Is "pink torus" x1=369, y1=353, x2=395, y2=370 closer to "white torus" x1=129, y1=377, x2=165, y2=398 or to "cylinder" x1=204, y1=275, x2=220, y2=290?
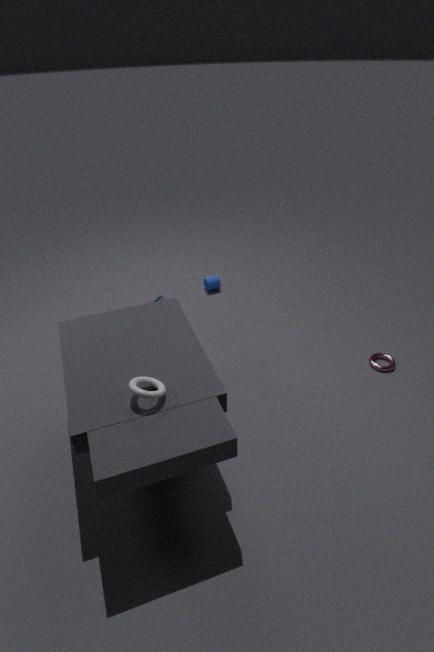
"cylinder" x1=204, y1=275, x2=220, y2=290
